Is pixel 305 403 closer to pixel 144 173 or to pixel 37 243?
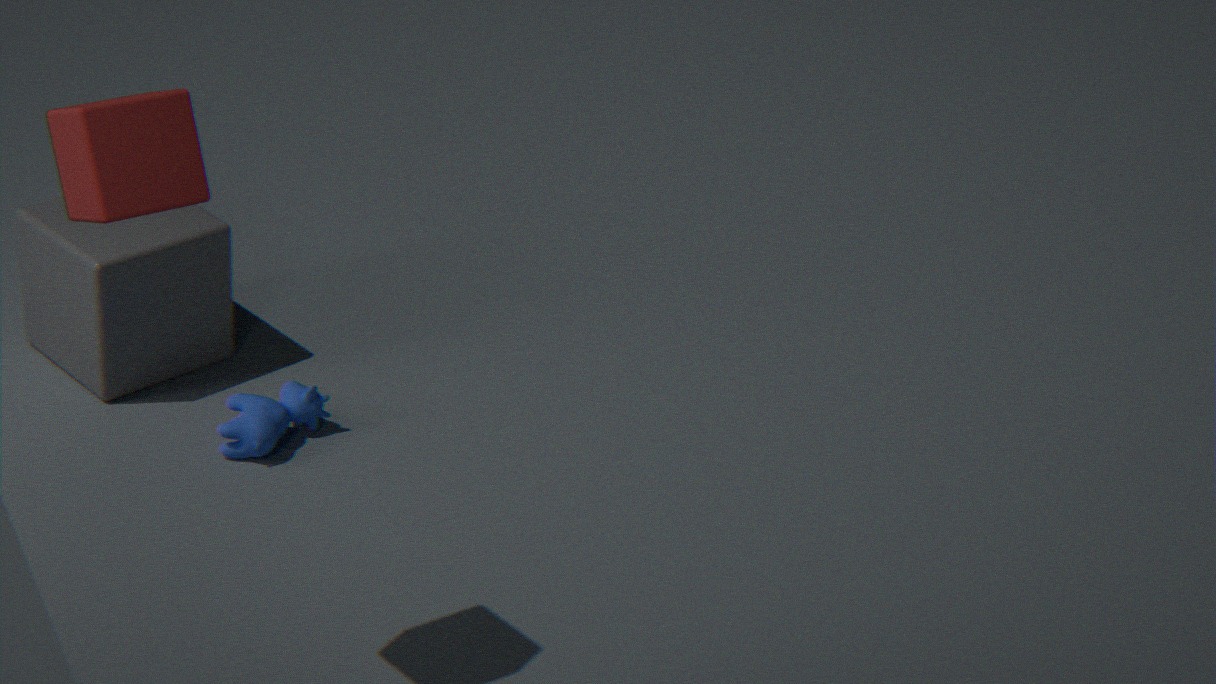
pixel 37 243
